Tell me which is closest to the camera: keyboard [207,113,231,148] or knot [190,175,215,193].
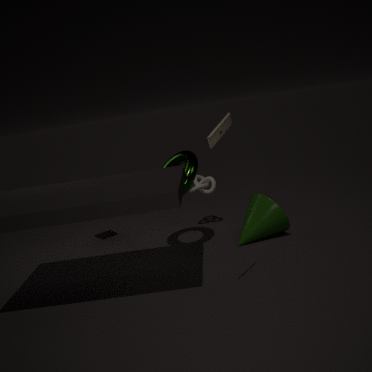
keyboard [207,113,231,148]
